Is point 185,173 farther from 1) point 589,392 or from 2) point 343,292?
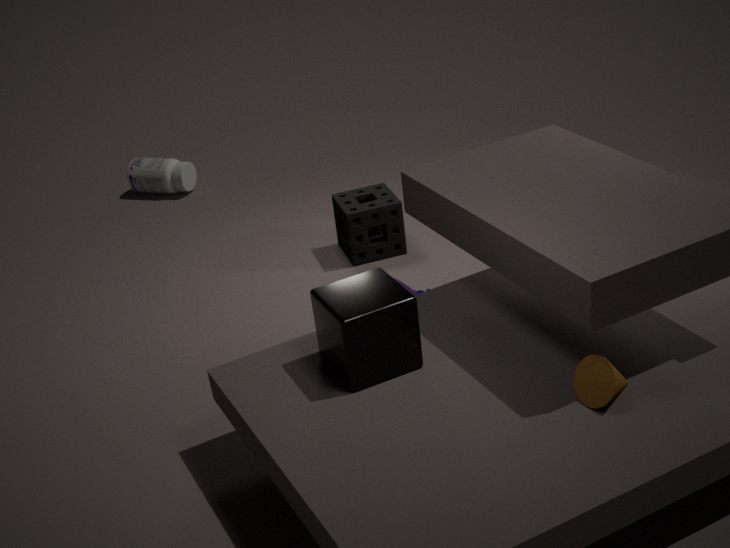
1) point 589,392
